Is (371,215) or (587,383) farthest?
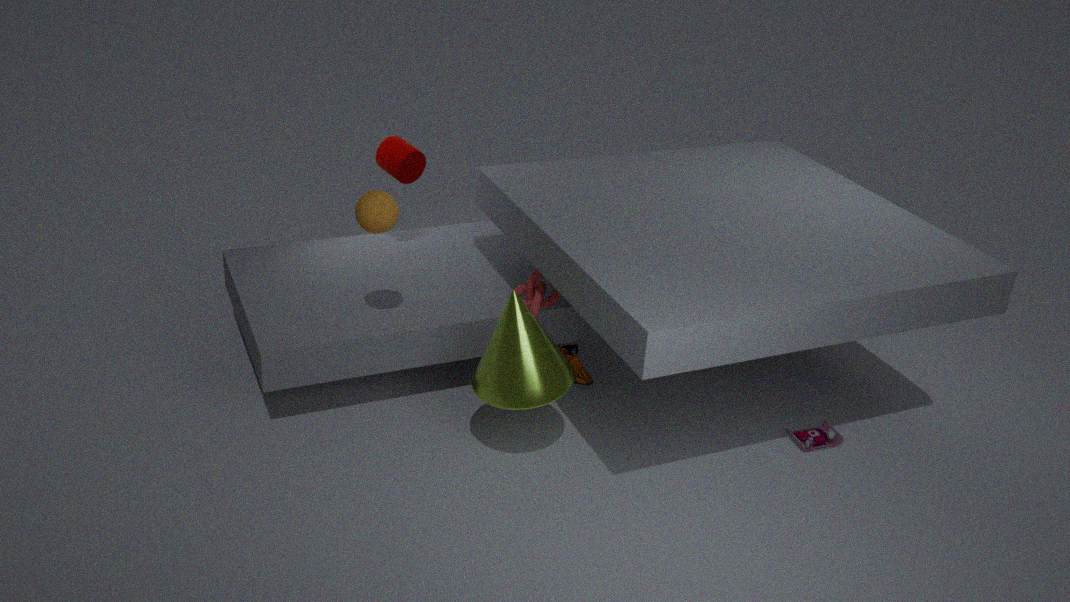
(587,383)
